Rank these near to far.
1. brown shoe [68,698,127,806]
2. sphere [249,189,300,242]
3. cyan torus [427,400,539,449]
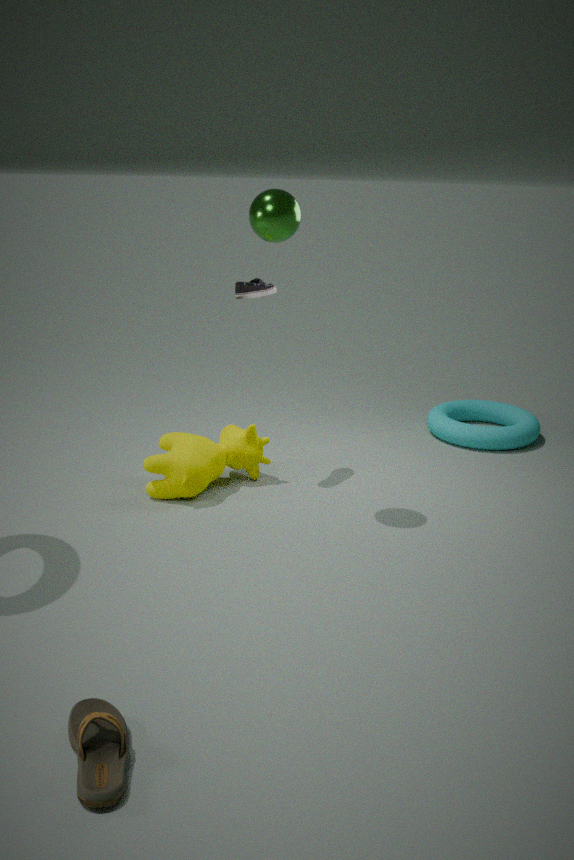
brown shoe [68,698,127,806], sphere [249,189,300,242], cyan torus [427,400,539,449]
